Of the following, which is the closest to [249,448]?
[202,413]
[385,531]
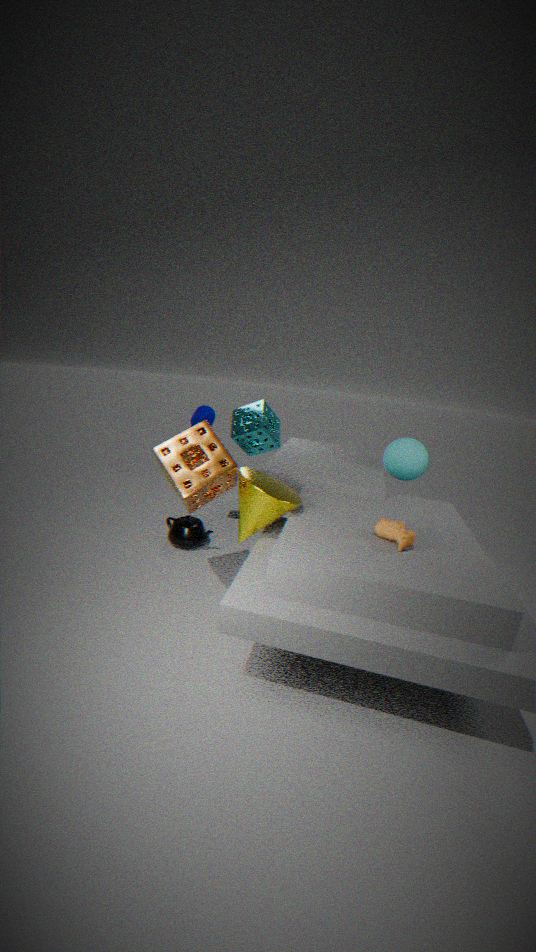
[202,413]
